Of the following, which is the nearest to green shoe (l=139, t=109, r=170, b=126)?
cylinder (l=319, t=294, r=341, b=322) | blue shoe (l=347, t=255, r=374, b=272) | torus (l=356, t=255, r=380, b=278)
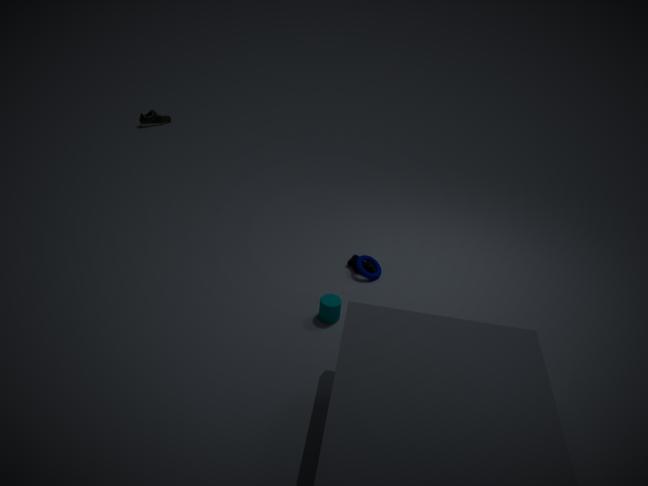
blue shoe (l=347, t=255, r=374, b=272)
